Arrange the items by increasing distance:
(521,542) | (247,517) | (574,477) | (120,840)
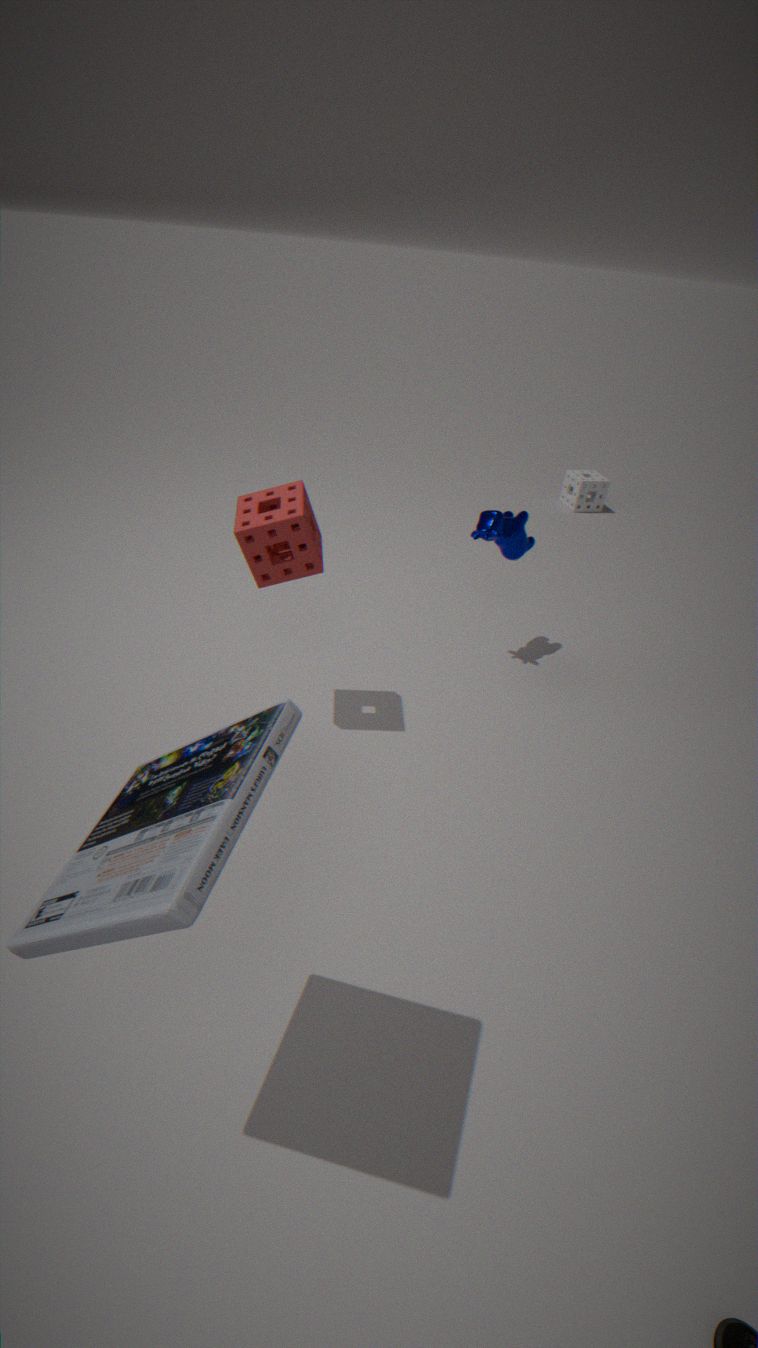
(120,840) < (247,517) < (521,542) < (574,477)
